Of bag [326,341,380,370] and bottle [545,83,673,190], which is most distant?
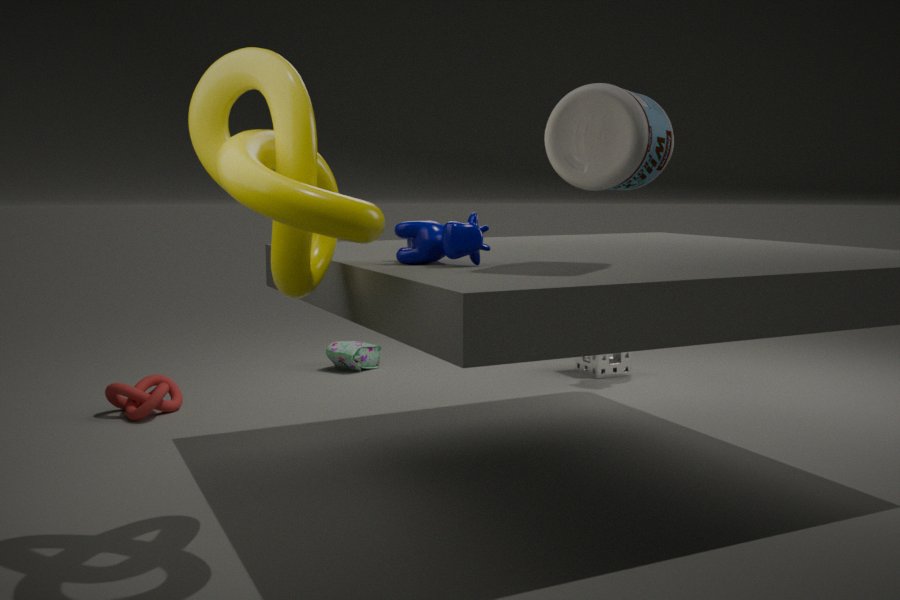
bag [326,341,380,370]
